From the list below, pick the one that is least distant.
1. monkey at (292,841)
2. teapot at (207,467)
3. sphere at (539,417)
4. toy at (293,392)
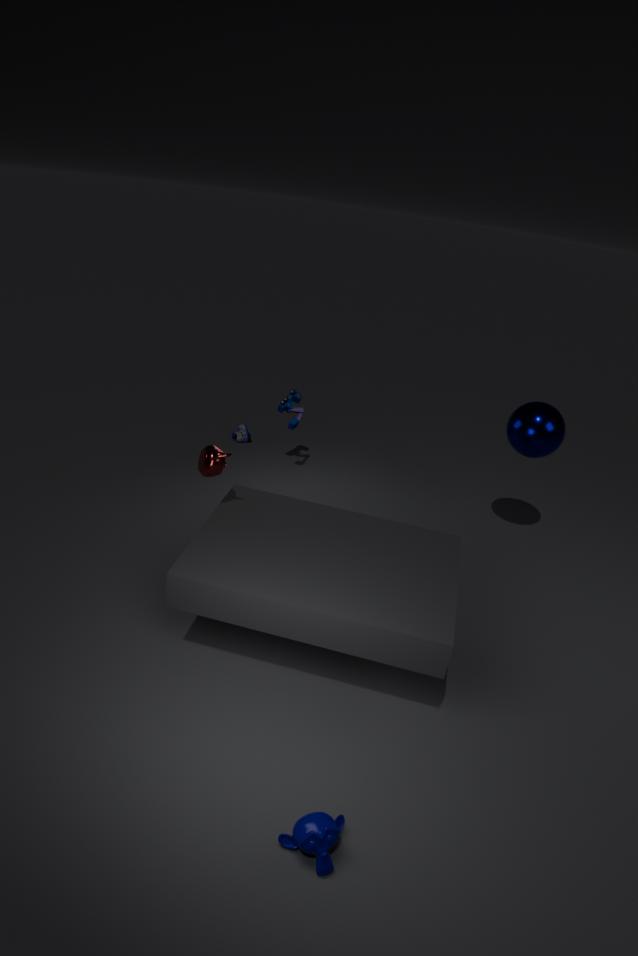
monkey at (292,841)
